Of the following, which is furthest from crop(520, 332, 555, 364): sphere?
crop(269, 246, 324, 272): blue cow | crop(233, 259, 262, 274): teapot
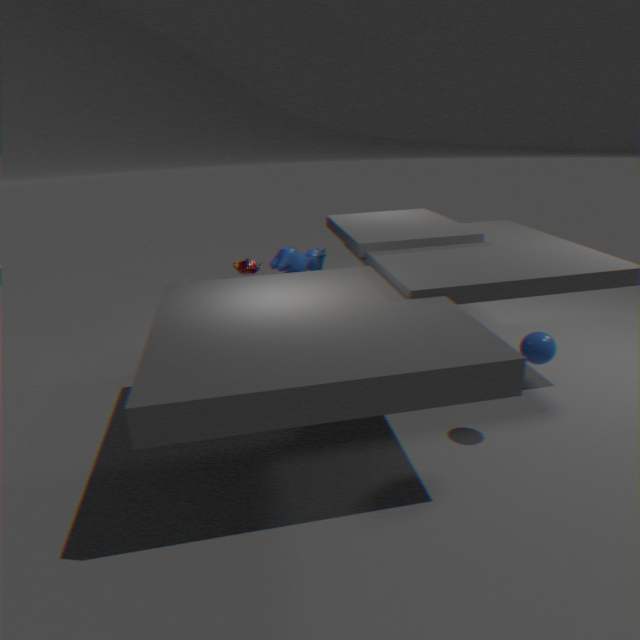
crop(233, 259, 262, 274): teapot
